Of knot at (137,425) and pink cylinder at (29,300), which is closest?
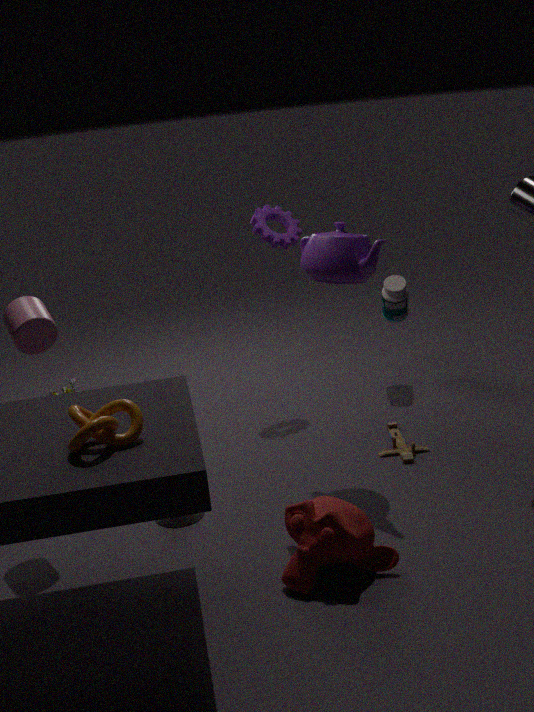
knot at (137,425)
